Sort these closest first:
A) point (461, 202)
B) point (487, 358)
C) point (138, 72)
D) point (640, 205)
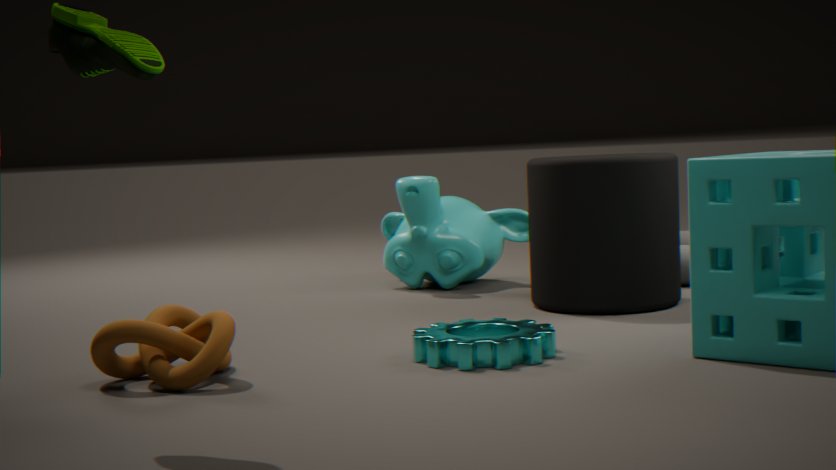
1. point (138, 72)
2. point (487, 358)
3. point (640, 205)
4. point (461, 202)
